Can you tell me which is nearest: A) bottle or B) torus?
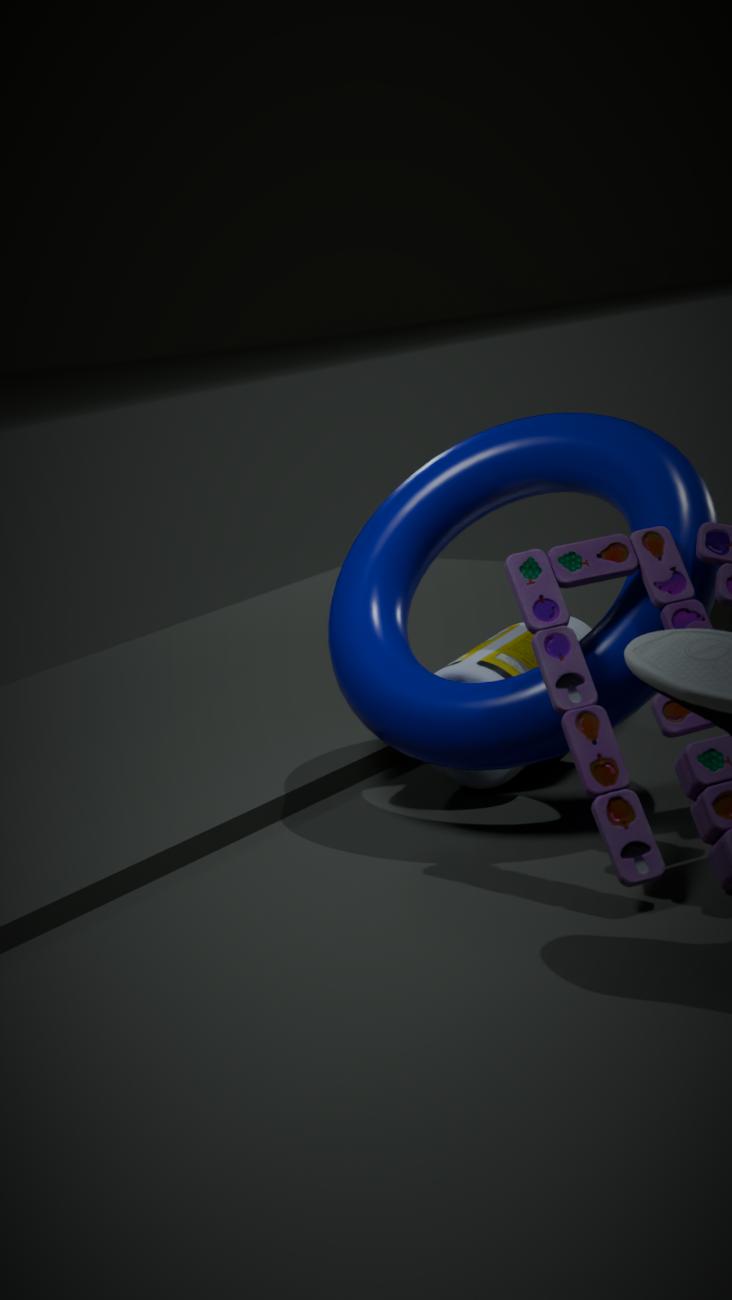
B. torus
